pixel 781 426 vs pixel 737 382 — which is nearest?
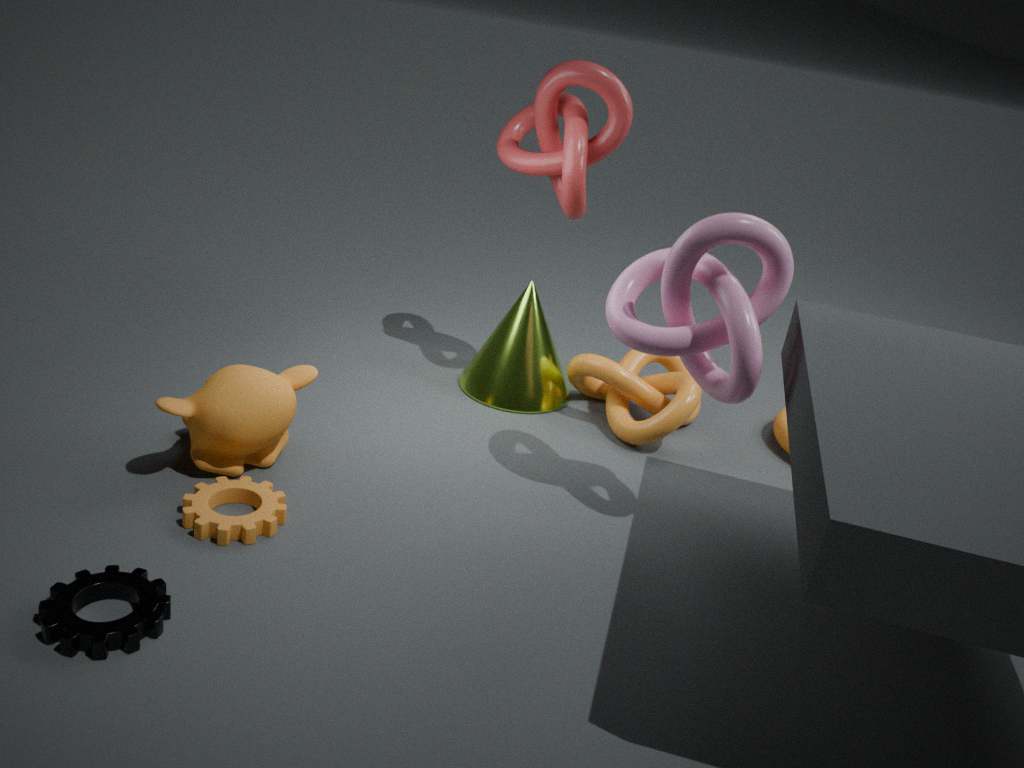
pixel 737 382
